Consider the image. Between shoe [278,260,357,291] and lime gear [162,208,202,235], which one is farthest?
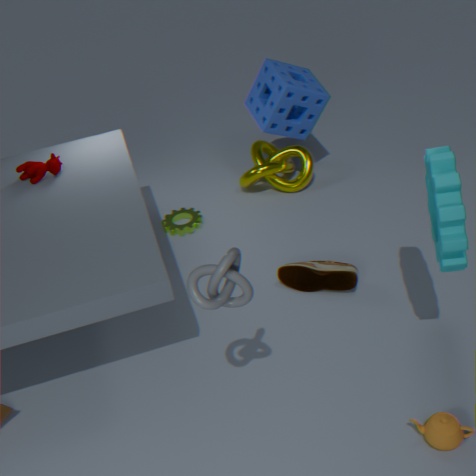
lime gear [162,208,202,235]
